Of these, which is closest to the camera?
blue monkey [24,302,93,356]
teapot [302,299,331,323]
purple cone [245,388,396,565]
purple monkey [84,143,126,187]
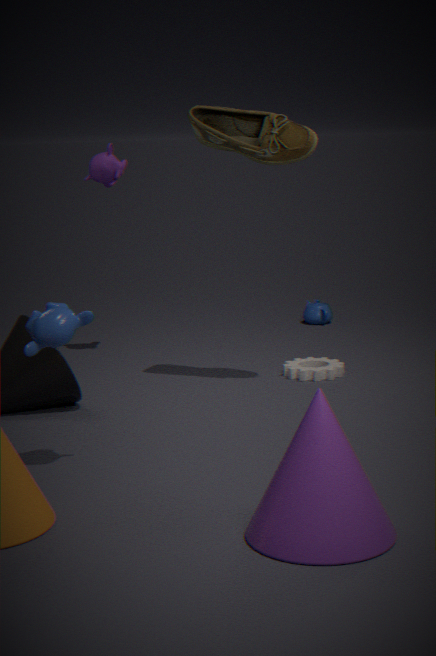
purple cone [245,388,396,565]
